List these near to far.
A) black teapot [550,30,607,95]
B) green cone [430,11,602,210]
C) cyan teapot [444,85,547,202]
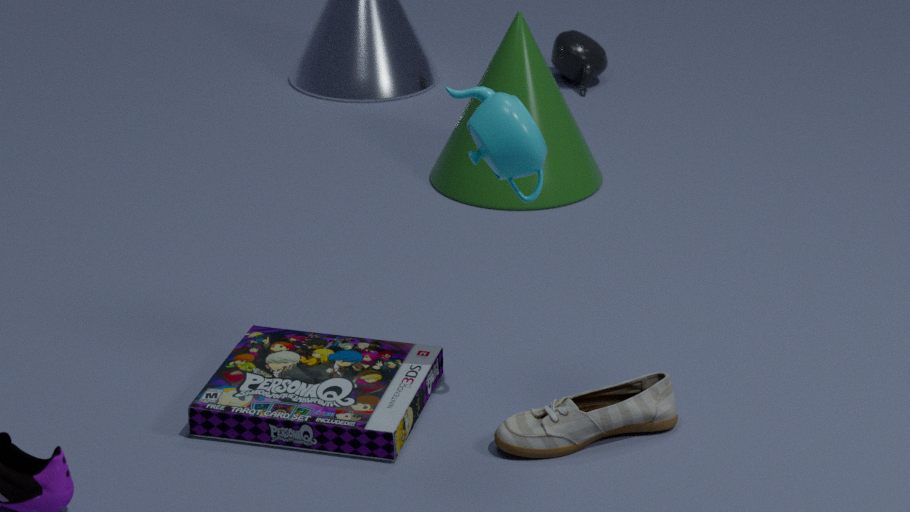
cyan teapot [444,85,547,202] < green cone [430,11,602,210] < black teapot [550,30,607,95]
